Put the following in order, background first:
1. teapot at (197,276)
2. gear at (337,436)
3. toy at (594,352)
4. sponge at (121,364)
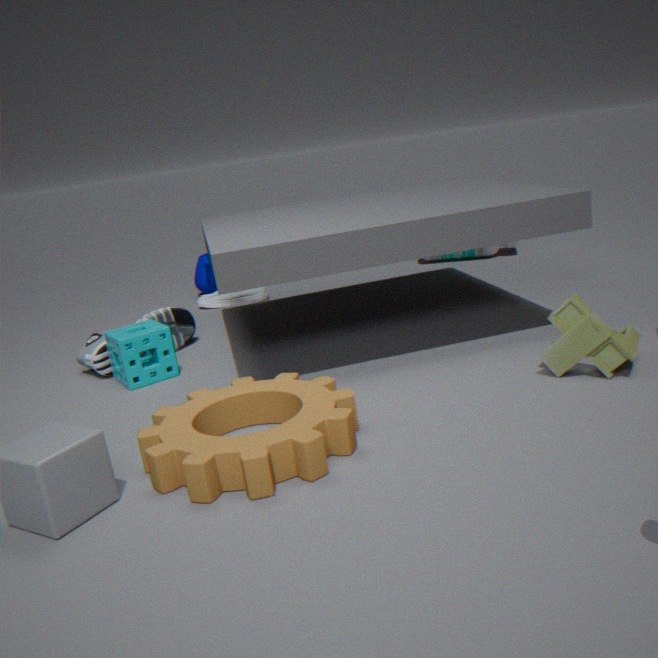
teapot at (197,276)
sponge at (121,364)
toy at (594,352)
gear at (337,436)
